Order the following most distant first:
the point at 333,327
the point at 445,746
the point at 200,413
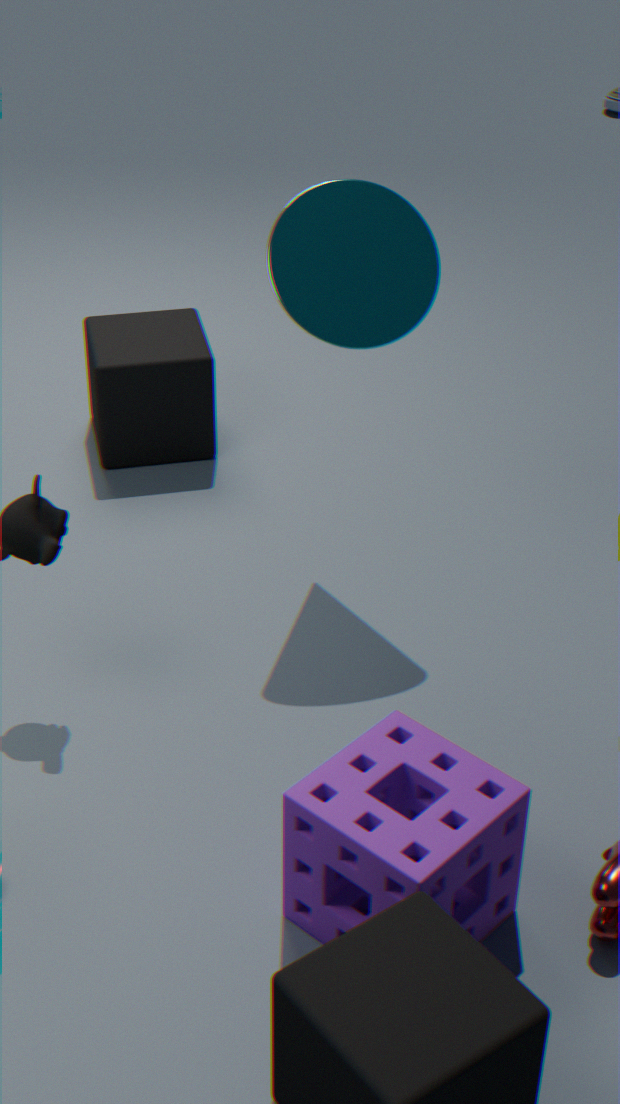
the point at 200,413 < the point at 333,327 < the point at 445,746
